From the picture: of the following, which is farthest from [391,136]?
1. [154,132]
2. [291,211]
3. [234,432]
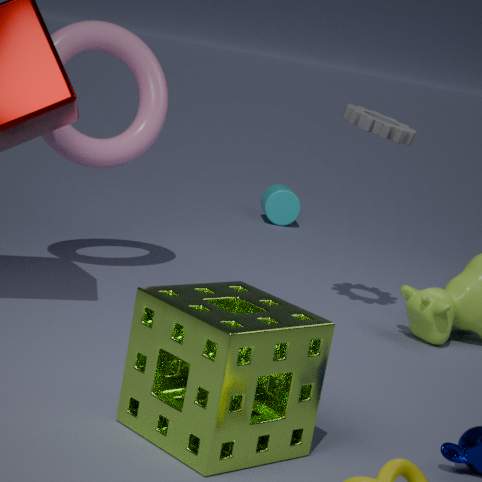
[291,211]
